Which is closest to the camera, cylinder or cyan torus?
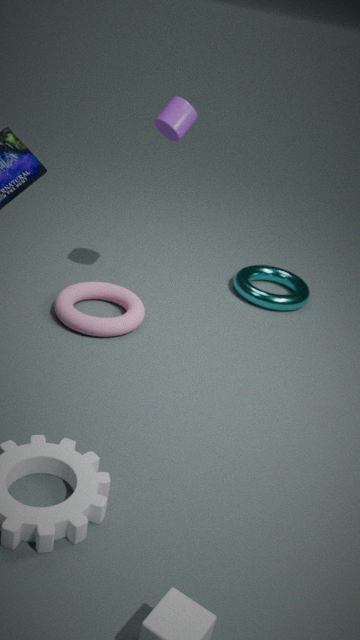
cylinder
